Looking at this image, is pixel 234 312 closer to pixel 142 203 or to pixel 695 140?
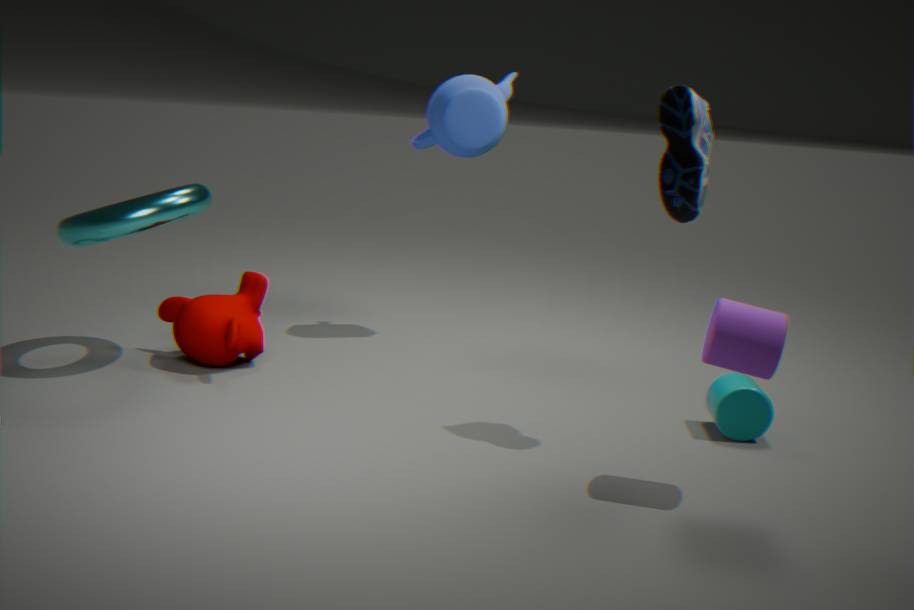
pixel 142 203
